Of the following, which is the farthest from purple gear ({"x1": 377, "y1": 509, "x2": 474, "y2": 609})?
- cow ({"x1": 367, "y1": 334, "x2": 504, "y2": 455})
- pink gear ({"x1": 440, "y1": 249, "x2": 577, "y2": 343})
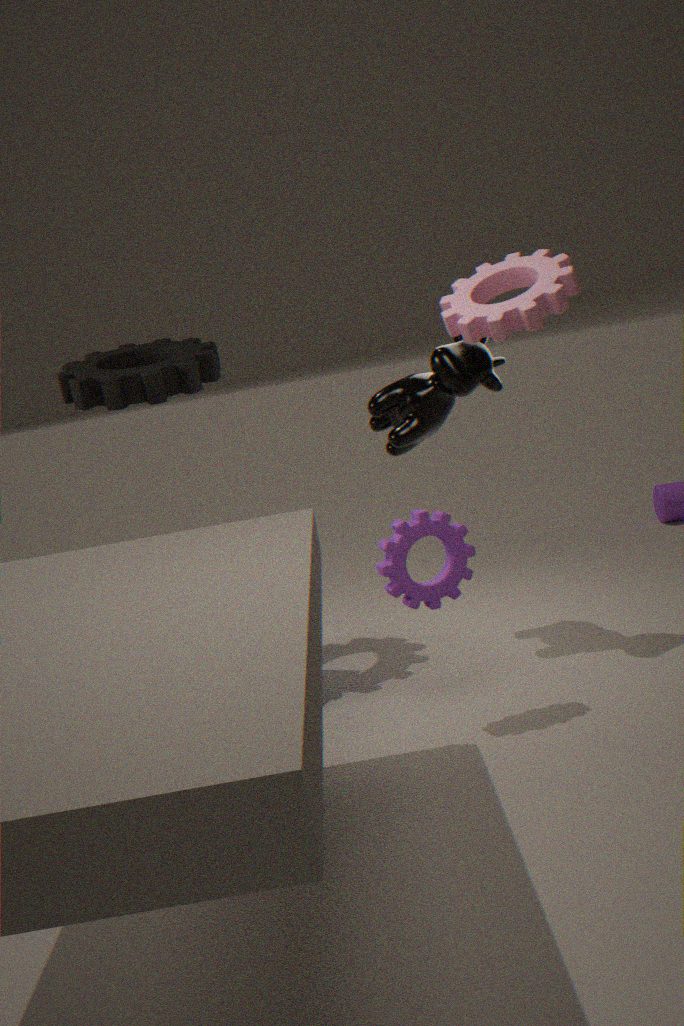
pink gear ({"x1": 440, "y1": 249, "x2": 577, "y2": 343})
